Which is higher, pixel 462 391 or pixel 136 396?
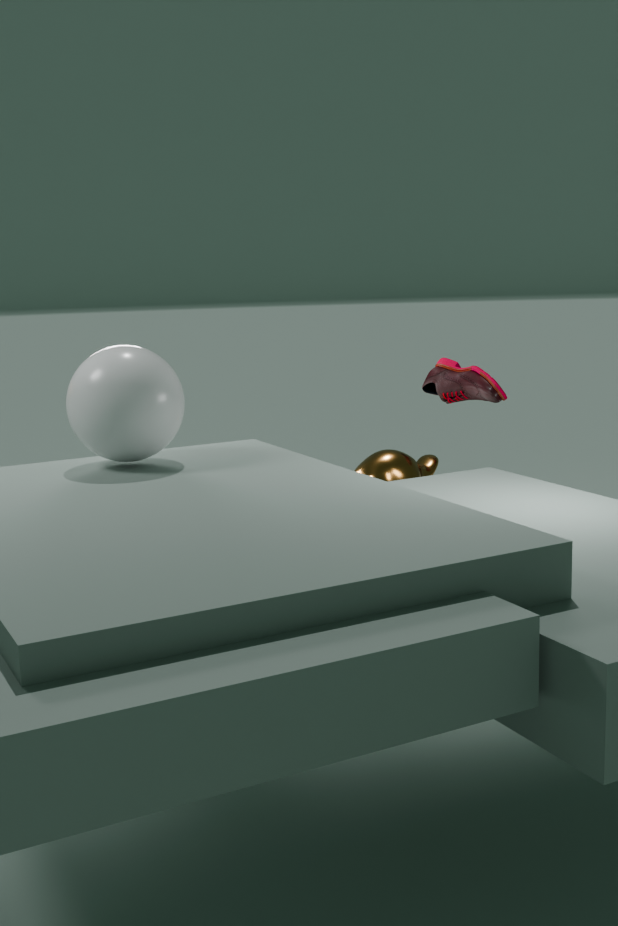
pixel 136 396
